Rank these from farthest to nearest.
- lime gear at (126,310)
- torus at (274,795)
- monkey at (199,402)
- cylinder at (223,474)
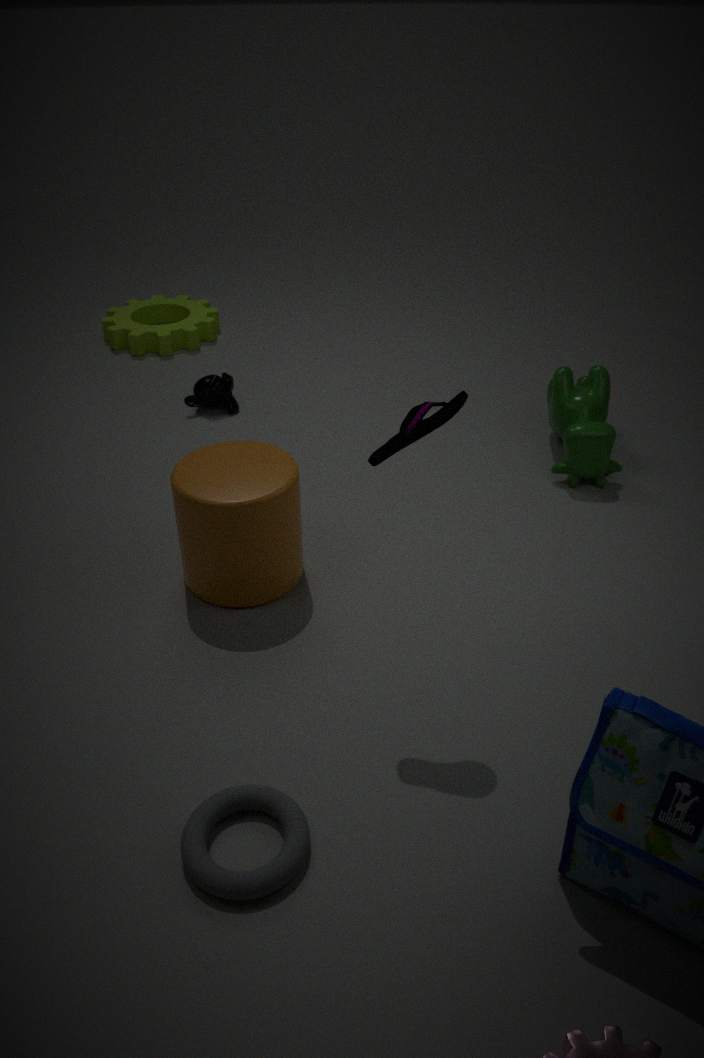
lime gear at (126,310) < monkey at (199,402) < cylinder at (223,474) < torus at (274,795)
